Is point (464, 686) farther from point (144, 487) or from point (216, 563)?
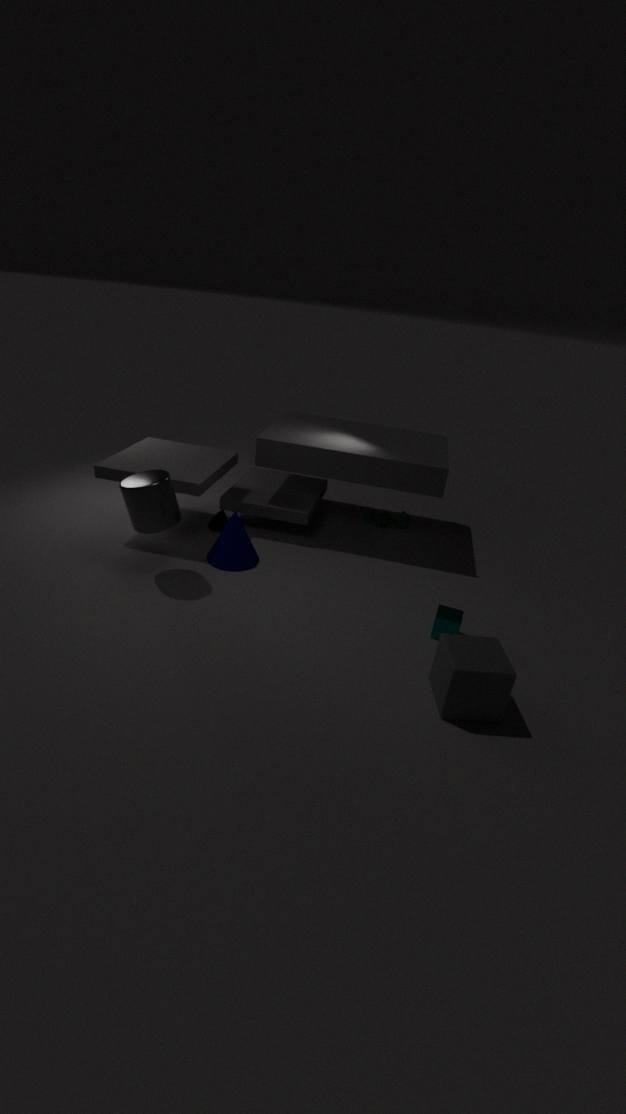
point (144, 487)
